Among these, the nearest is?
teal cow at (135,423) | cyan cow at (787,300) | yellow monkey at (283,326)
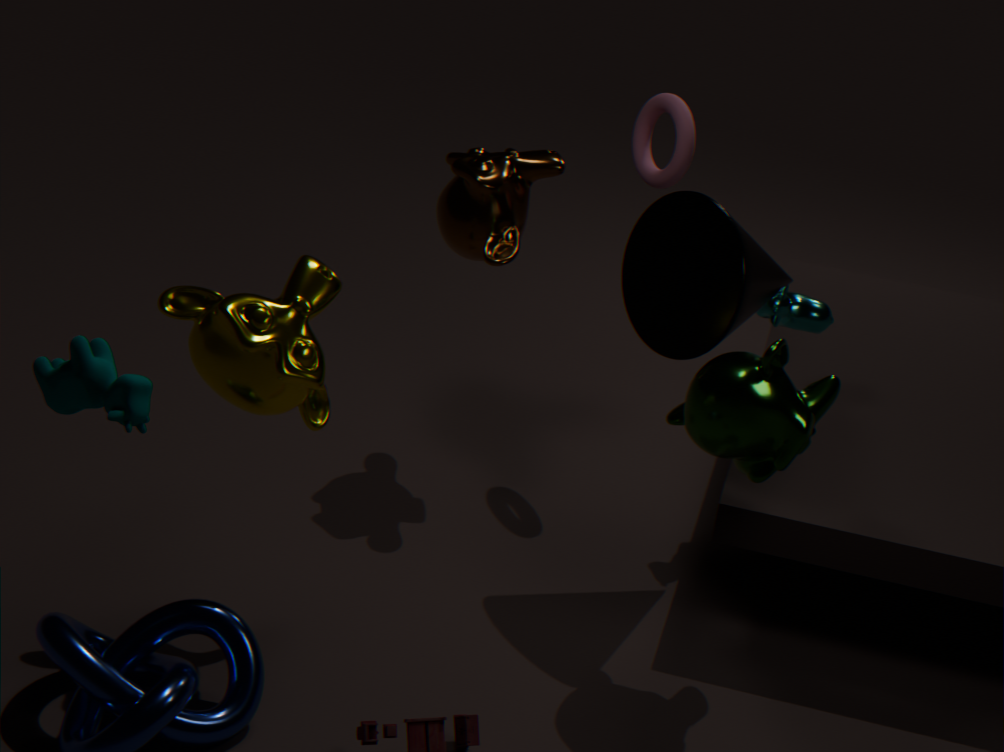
teal cow at (135,423)
